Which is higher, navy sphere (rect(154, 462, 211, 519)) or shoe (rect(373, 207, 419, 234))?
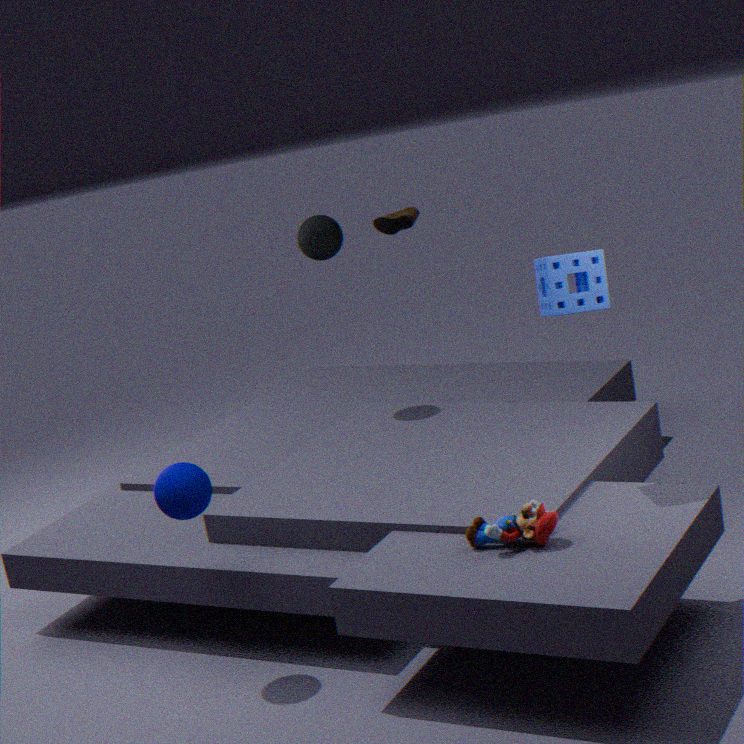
shoe (rect(373, 207, 419, 234))
